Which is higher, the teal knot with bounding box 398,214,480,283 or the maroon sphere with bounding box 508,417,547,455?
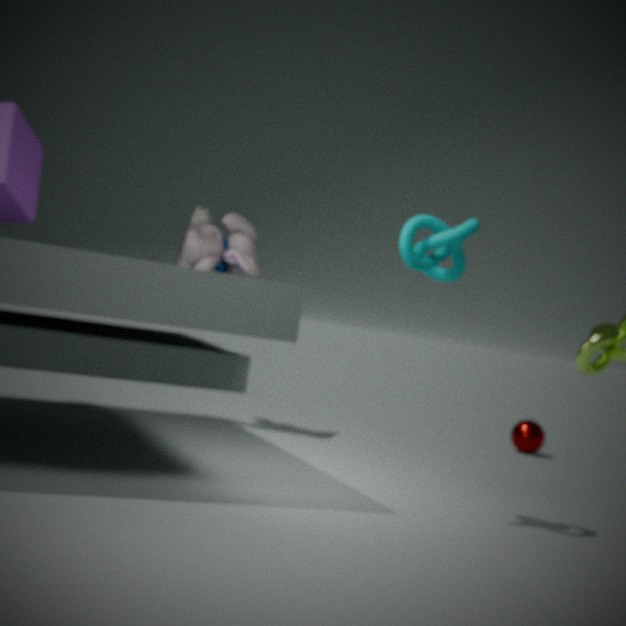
the teal knot with bounding box 398,214,480,283
